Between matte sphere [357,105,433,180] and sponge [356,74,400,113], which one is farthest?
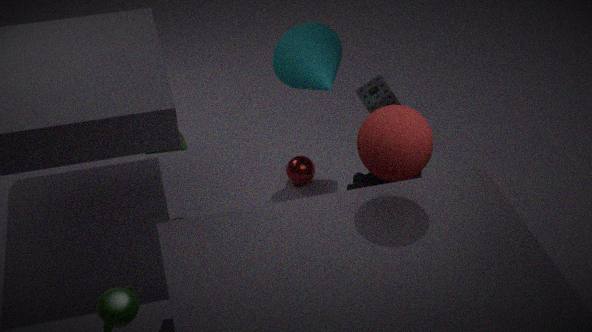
sponge [356,74,400,113]
